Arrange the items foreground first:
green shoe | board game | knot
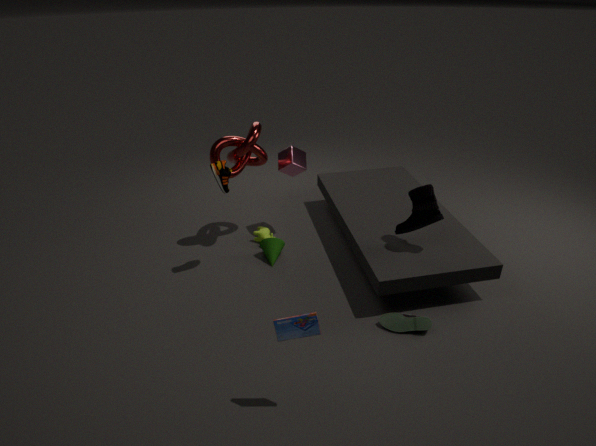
1. board game
2. green shoe
3. knot
